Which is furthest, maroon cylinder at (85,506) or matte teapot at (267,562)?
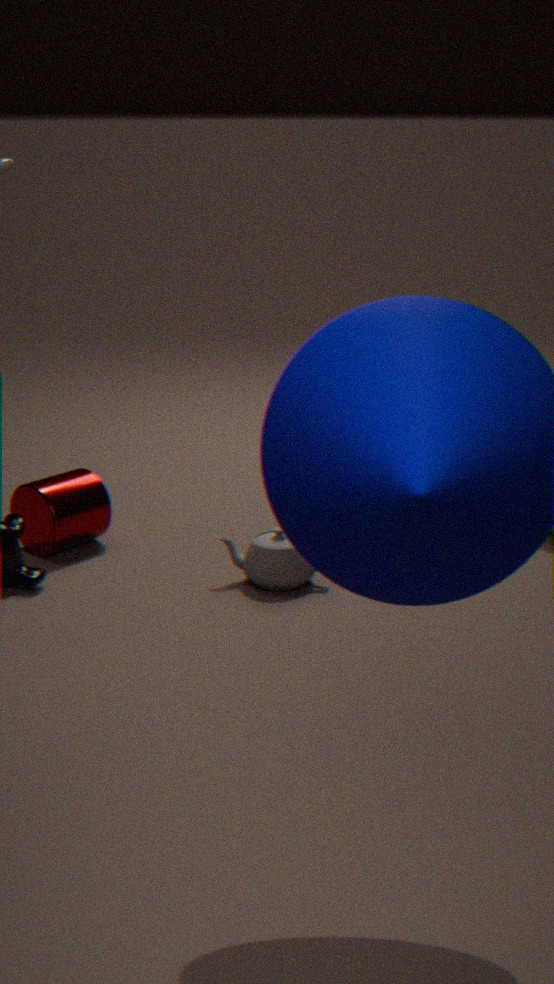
maroon cylinder at (85,506)
